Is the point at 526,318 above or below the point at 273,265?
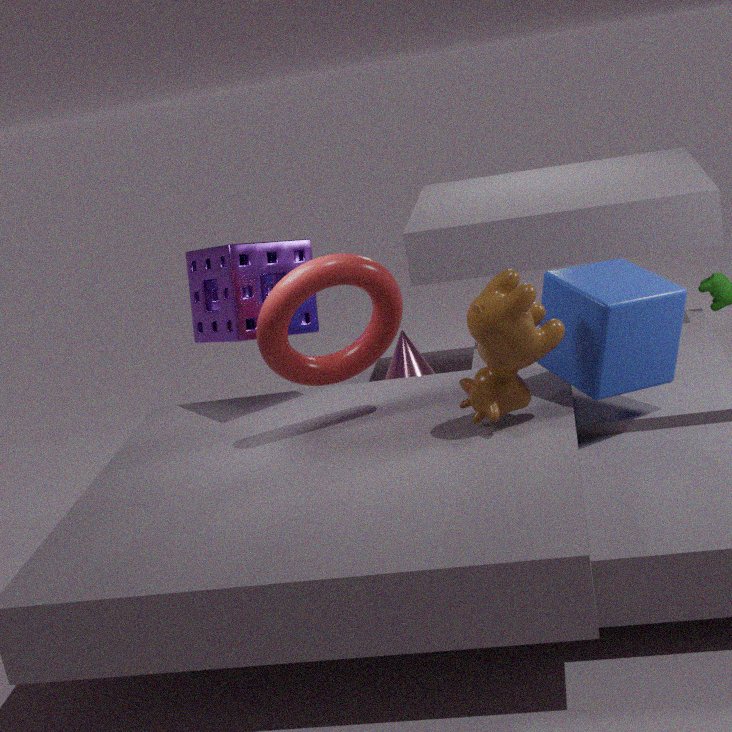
below
